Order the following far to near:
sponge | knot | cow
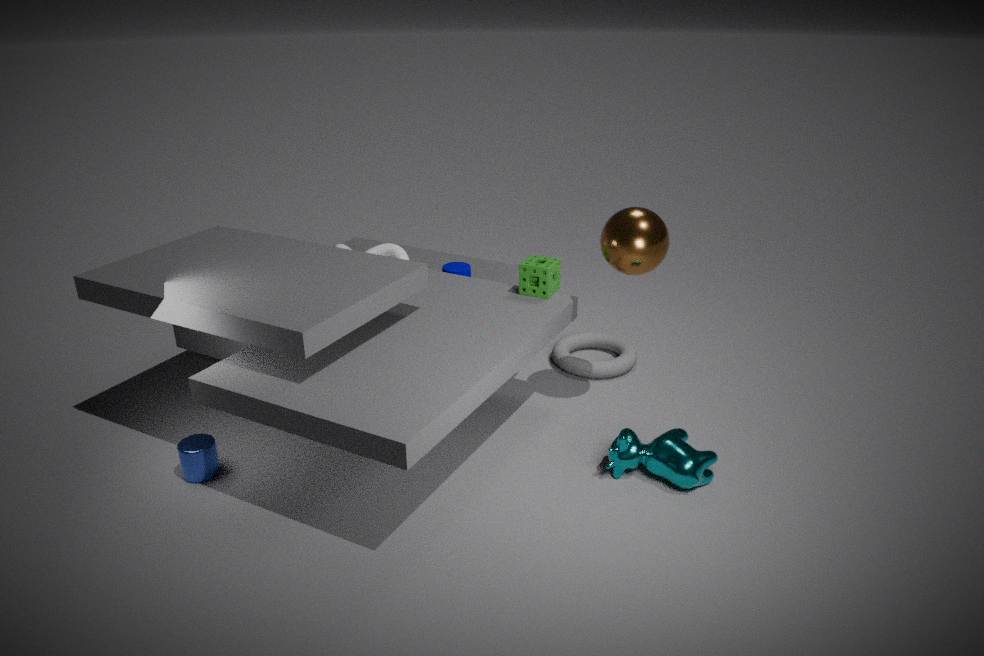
knot → sponge → cow
